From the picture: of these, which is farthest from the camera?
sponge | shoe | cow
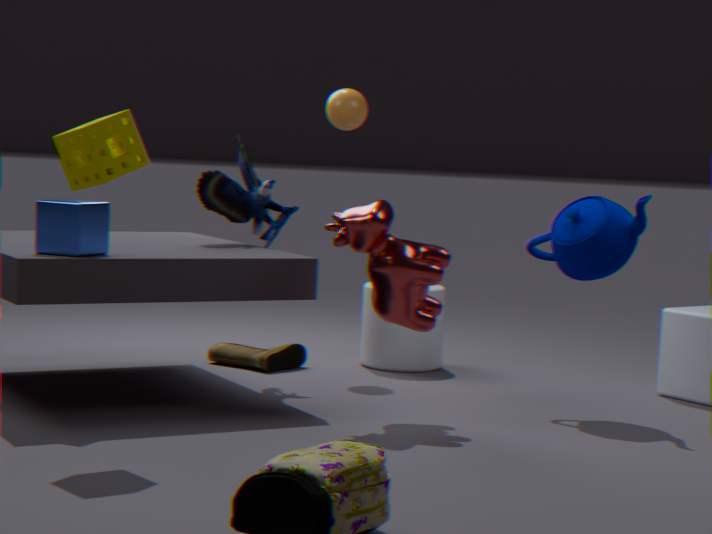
shoe
